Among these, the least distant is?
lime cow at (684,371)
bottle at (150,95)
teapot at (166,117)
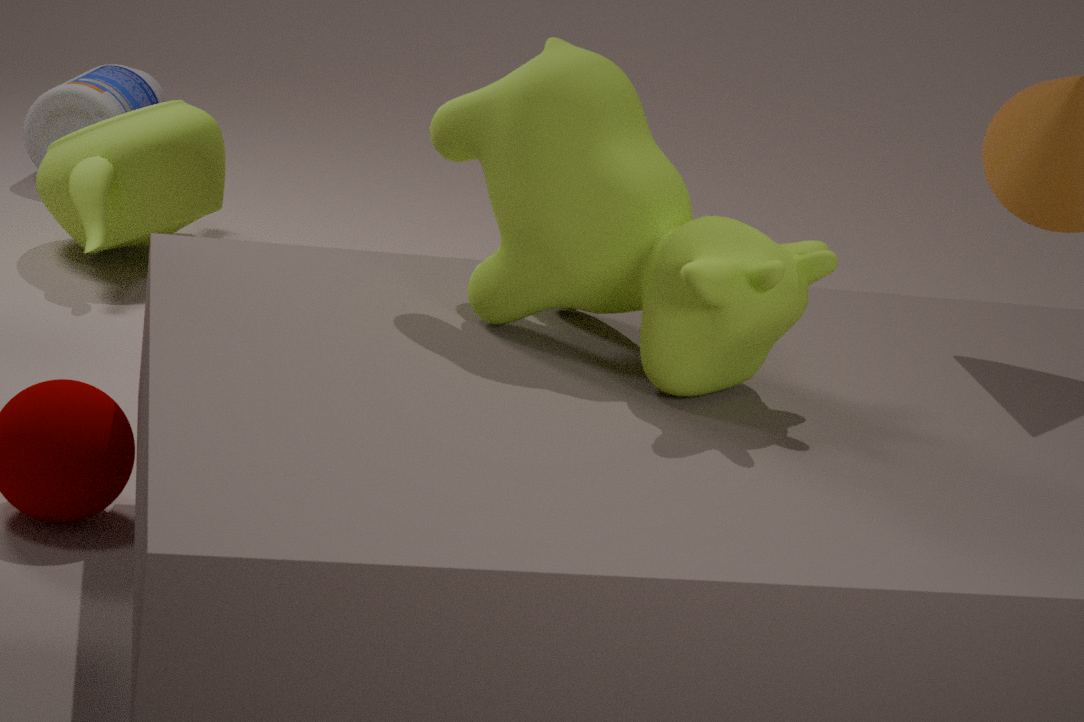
lime cow at (684,371)
